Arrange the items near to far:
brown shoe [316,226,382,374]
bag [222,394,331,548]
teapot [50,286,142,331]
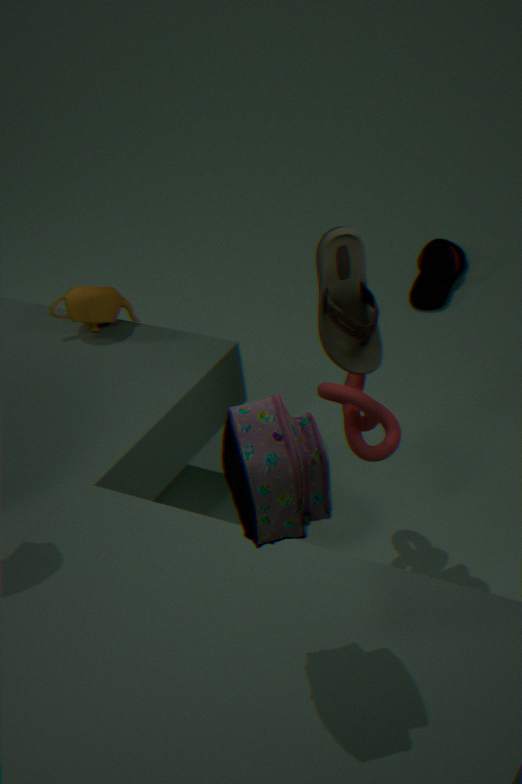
bag [222,394,331,548], brown shoe [316,226,382,374], teapot [50,286,142,331]
